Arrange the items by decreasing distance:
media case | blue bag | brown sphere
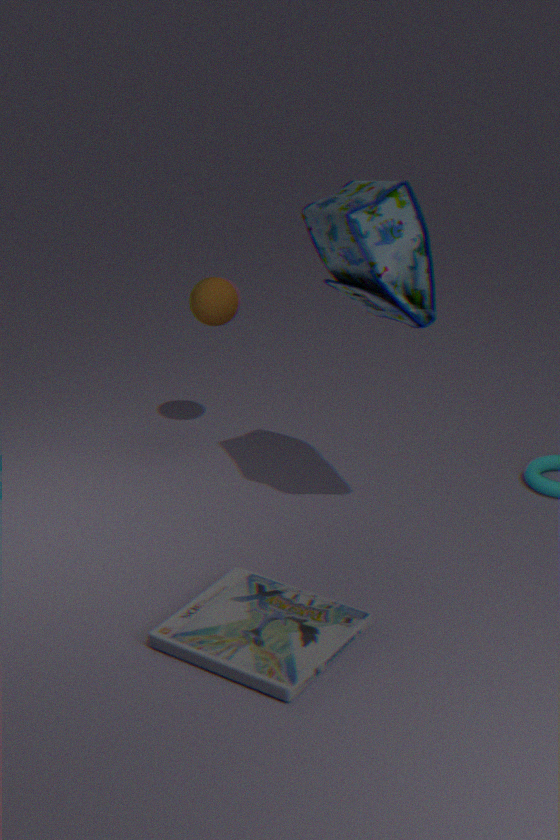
brown sphere → blue bag → media case
